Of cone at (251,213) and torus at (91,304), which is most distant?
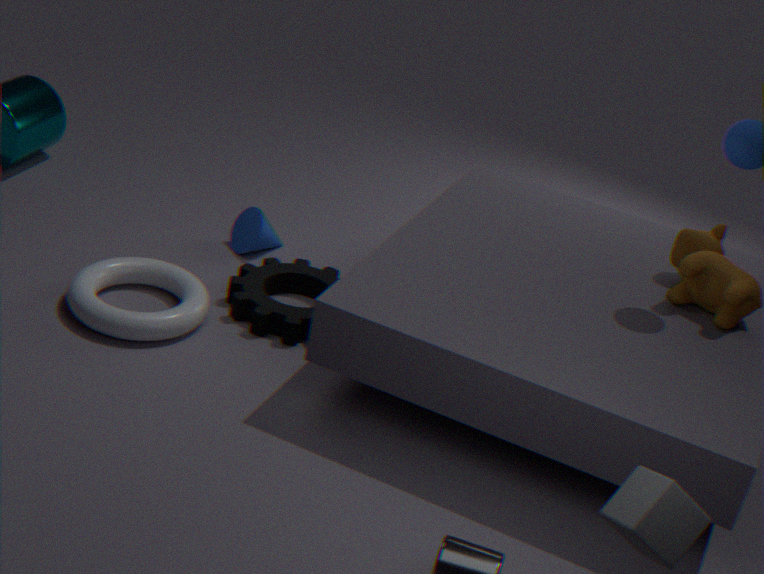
cone at (251,213)
